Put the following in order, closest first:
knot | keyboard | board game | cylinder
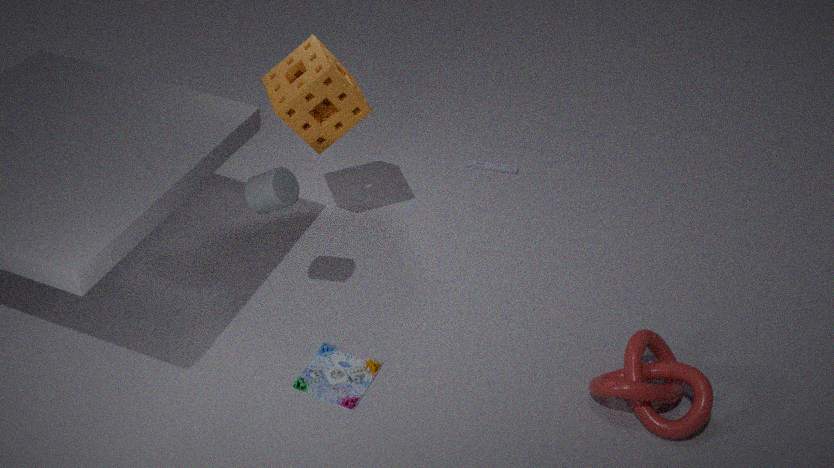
knot → cylinder → board game → keyboard
